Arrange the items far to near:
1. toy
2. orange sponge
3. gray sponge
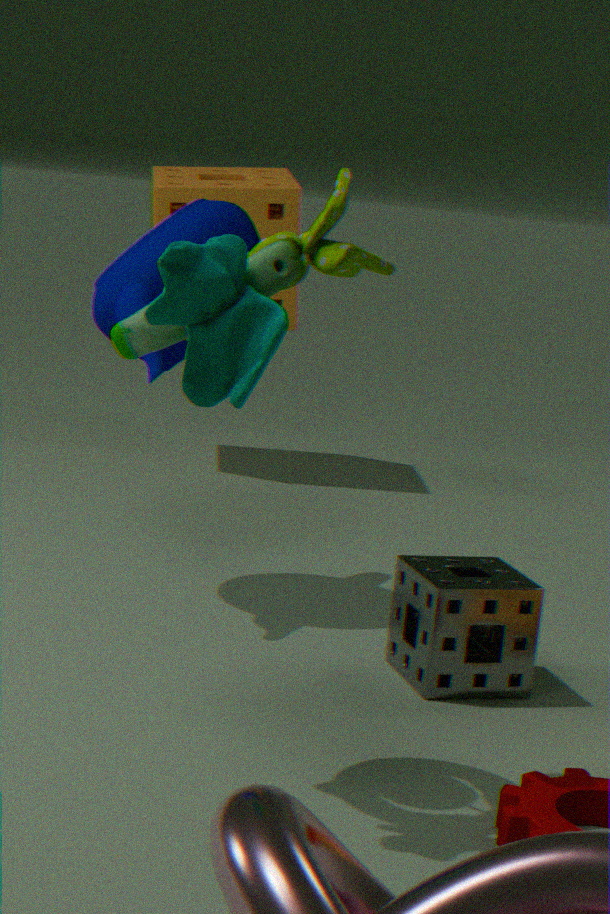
orange sponge
gray sponge
toy
